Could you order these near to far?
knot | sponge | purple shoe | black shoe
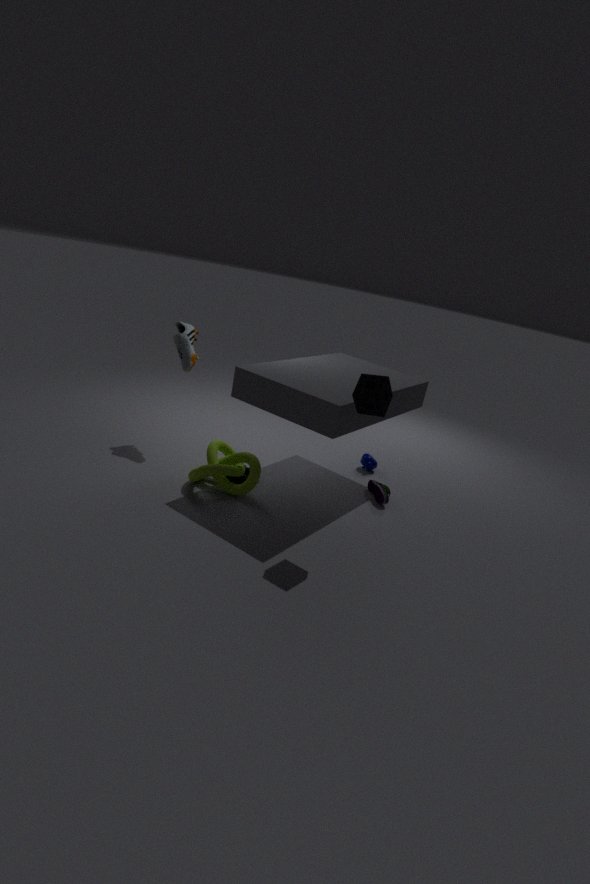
sponge
knot
purple shoe
black shoe
